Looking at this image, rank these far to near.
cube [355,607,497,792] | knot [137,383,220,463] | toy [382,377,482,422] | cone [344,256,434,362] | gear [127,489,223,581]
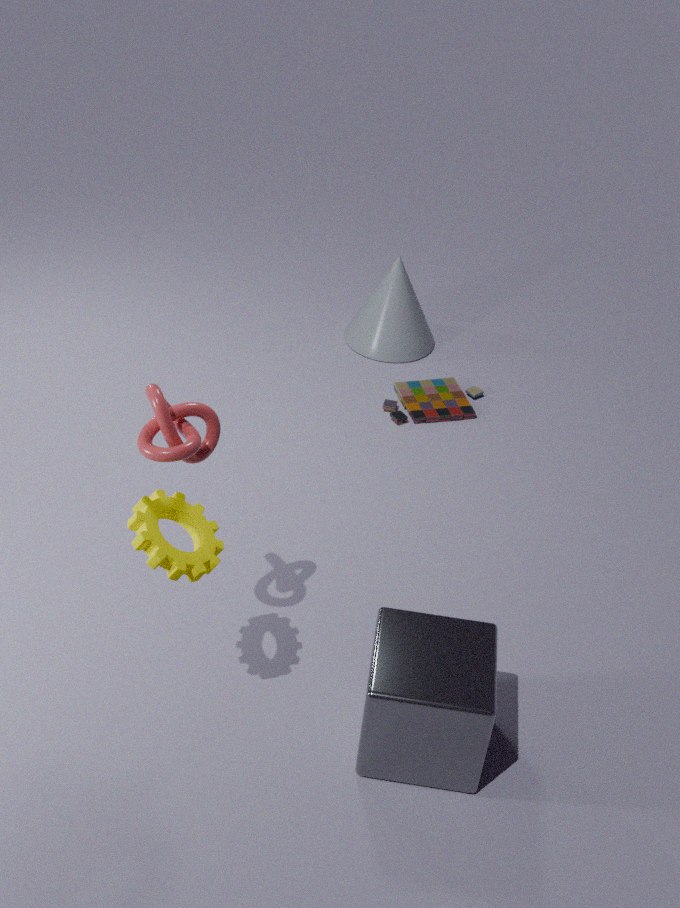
cone [344,256,434,362] < toy [382,377,482,422] < cube [355,607,497,792] < knot [137,383,220,463] < gear [127,489,223,581]
